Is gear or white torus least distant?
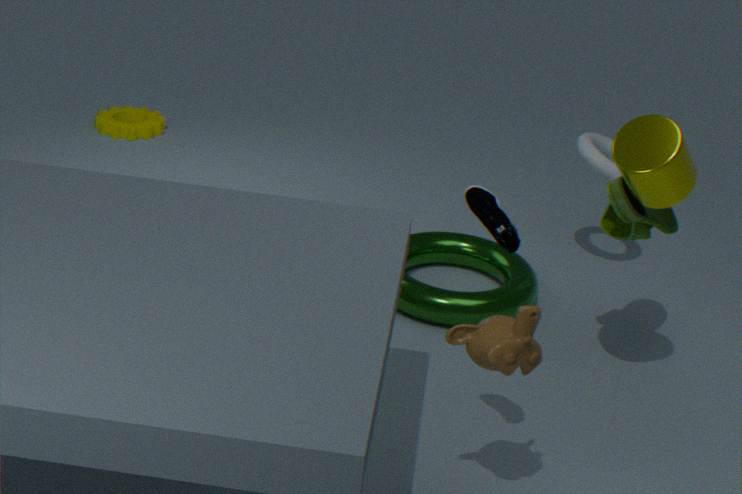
white torus
